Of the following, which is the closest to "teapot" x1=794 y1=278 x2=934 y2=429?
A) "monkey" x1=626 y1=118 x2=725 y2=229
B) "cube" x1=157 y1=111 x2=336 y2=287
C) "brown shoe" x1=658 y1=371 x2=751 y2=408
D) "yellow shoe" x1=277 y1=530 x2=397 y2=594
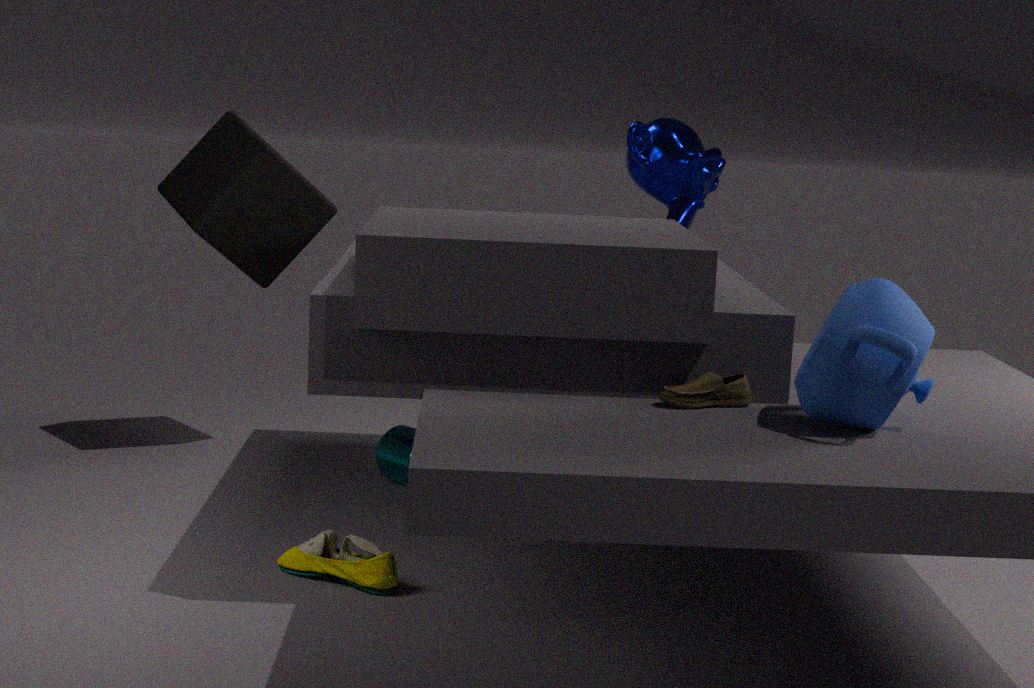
"brown shoe" x1=658 y1=371 x2=751 y2=408
